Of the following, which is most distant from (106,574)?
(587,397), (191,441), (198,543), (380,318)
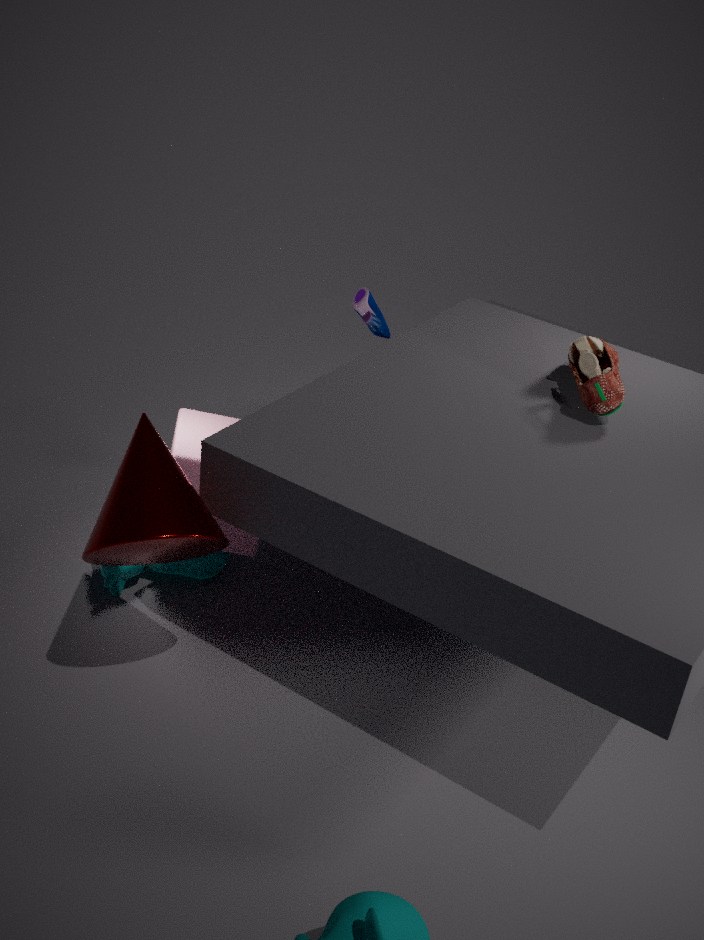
(587,397)
